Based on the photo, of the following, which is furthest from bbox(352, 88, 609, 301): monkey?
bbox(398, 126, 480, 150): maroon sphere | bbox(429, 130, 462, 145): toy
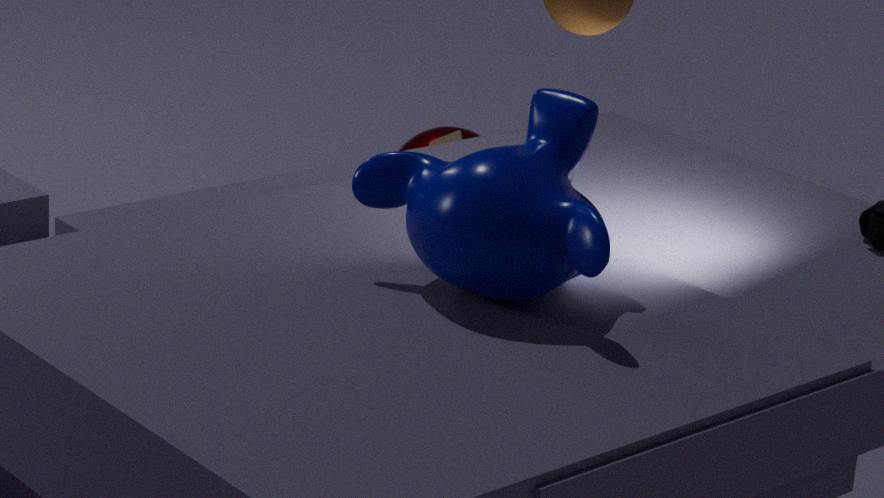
bbox(398, 126, 480, 150): maroon sphere
